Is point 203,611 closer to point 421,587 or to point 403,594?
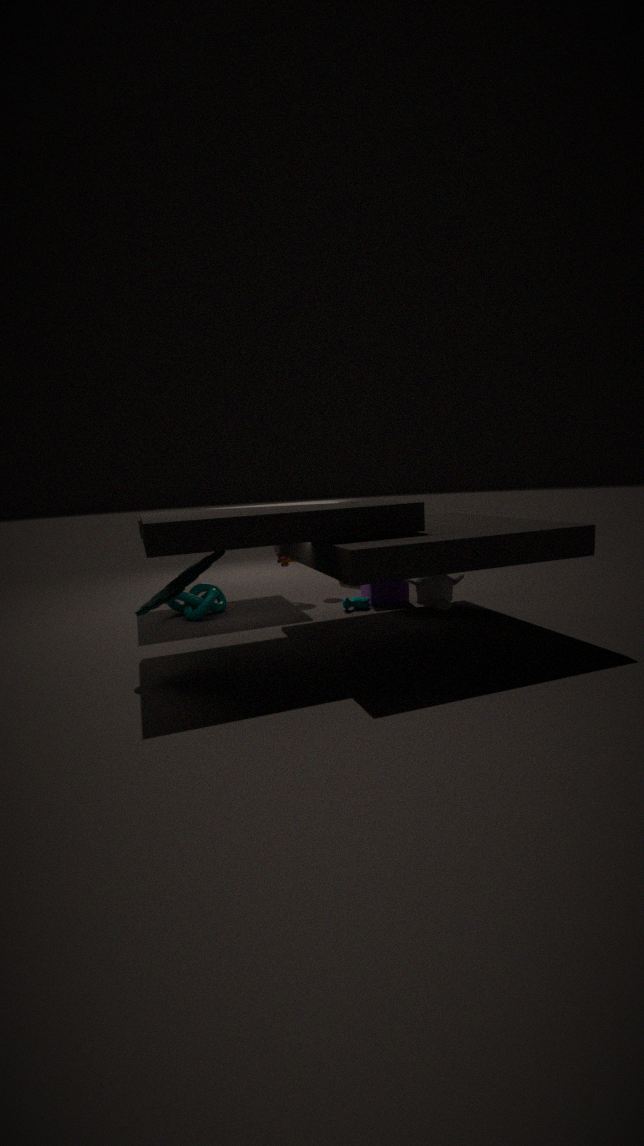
point 403,594
